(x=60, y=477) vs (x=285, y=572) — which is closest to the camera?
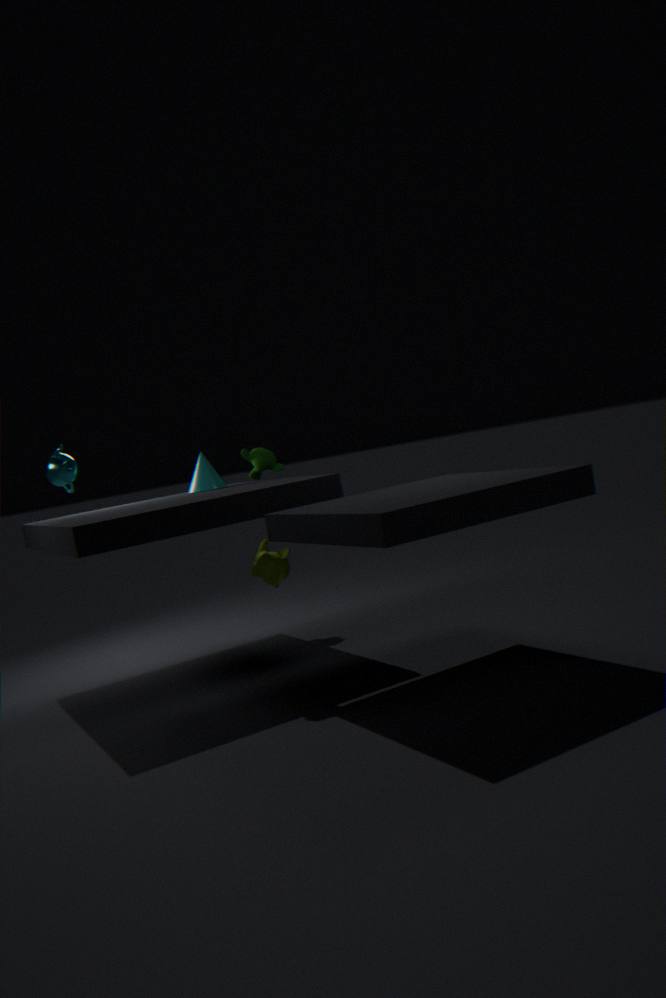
(x=285, y=572)
